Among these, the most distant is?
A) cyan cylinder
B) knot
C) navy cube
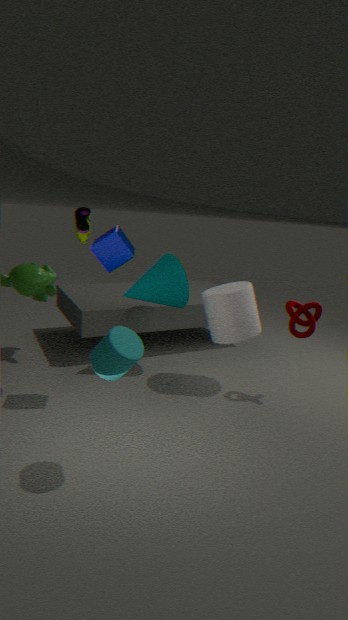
knot
